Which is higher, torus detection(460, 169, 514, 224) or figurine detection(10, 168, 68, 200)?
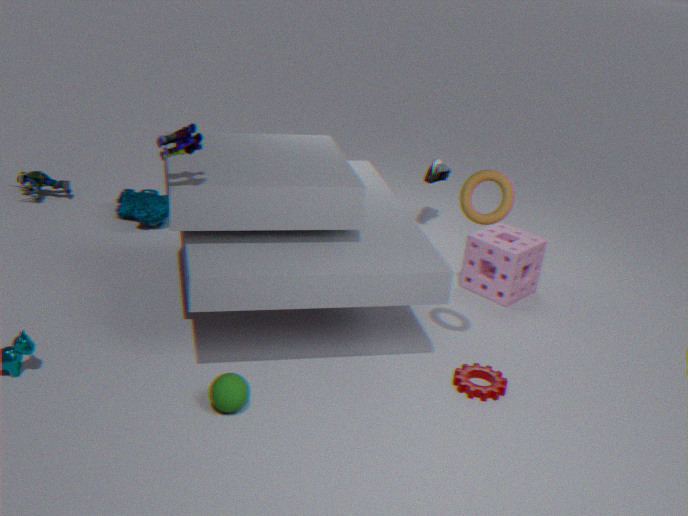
torus detection(460, 169, 514, 224)
